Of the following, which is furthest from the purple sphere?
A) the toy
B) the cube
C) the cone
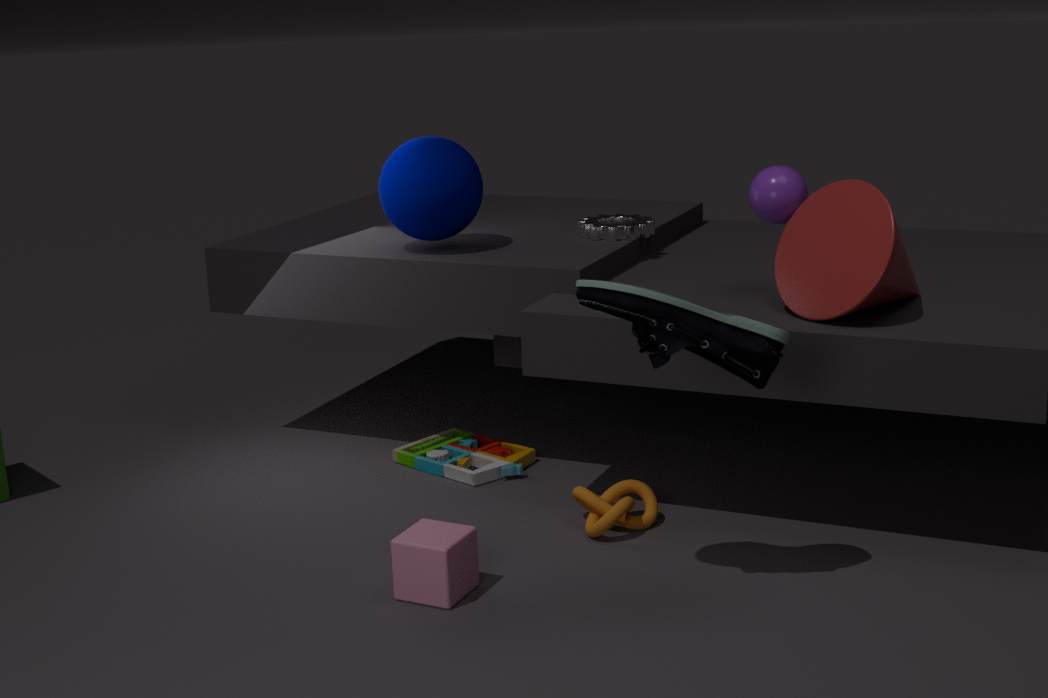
the cube
